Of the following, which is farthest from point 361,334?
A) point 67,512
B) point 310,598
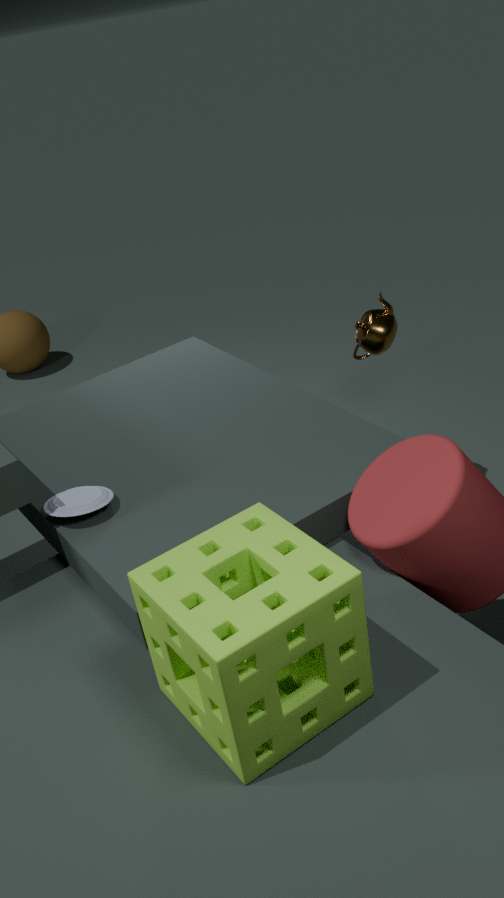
point 310,598
